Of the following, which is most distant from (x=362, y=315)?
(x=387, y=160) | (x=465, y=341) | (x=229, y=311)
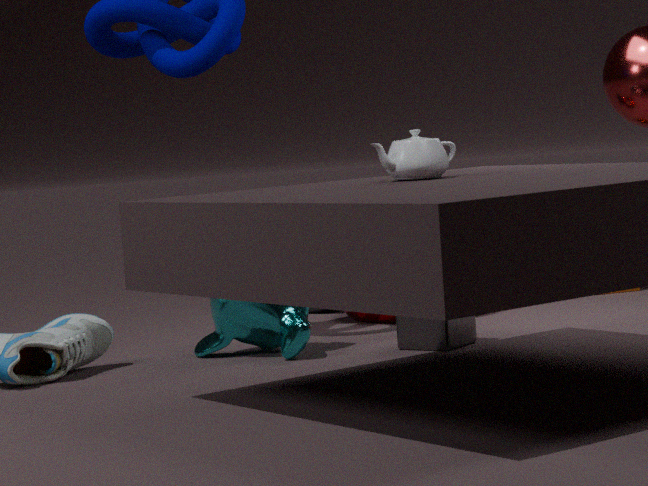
(x=387, y=160)
